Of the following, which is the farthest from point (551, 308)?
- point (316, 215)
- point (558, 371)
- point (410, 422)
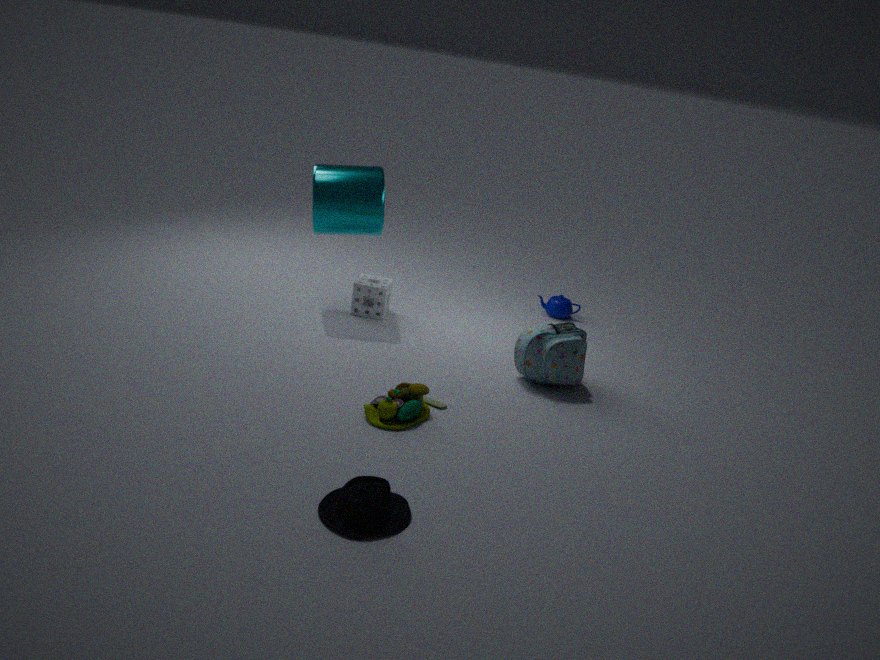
point (410, 422)
